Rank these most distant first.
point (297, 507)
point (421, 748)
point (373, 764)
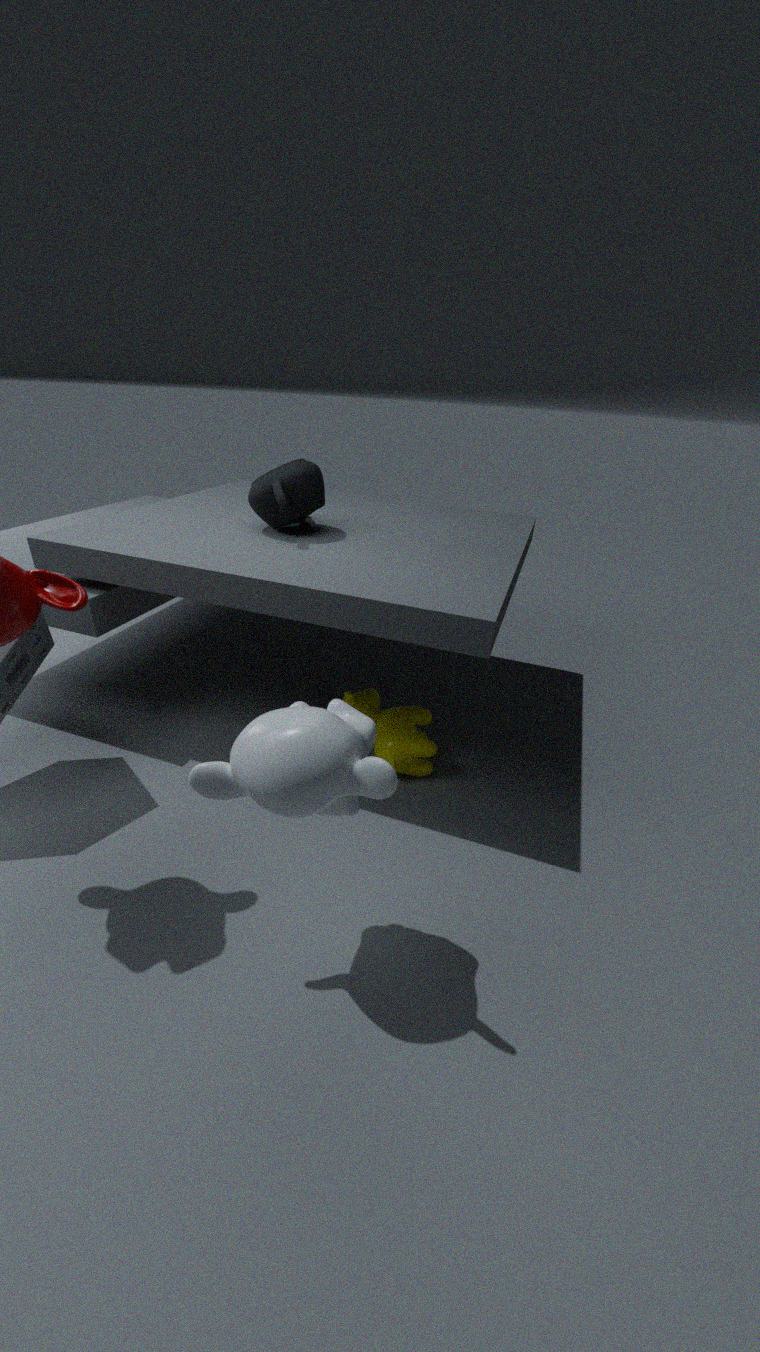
point (297, 507)
point (421, 748)
point (373, 764)
